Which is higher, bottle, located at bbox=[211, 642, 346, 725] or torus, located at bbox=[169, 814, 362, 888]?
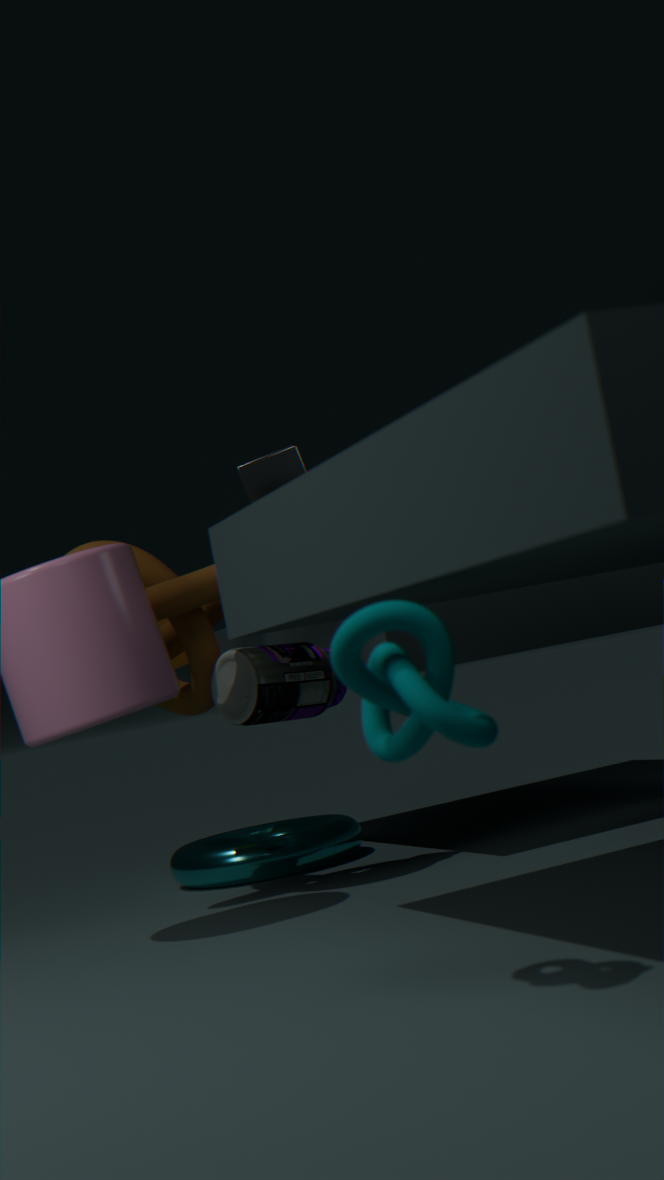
bottle, located at bbox=[211, 642, 346, 725]
